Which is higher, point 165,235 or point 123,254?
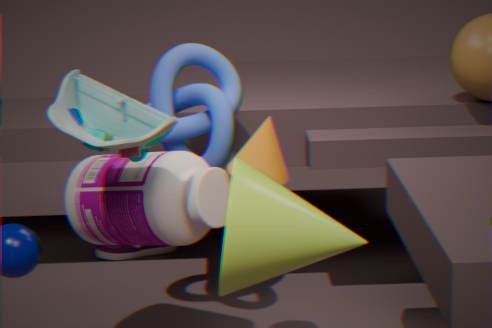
point 165,235
